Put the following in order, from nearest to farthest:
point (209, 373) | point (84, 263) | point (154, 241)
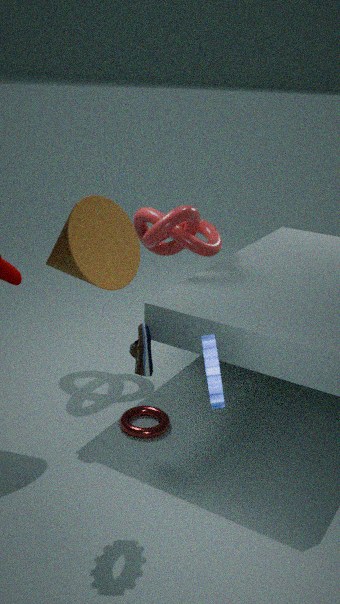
point (209, 373) → point (84, 263) → point (154, 241)
